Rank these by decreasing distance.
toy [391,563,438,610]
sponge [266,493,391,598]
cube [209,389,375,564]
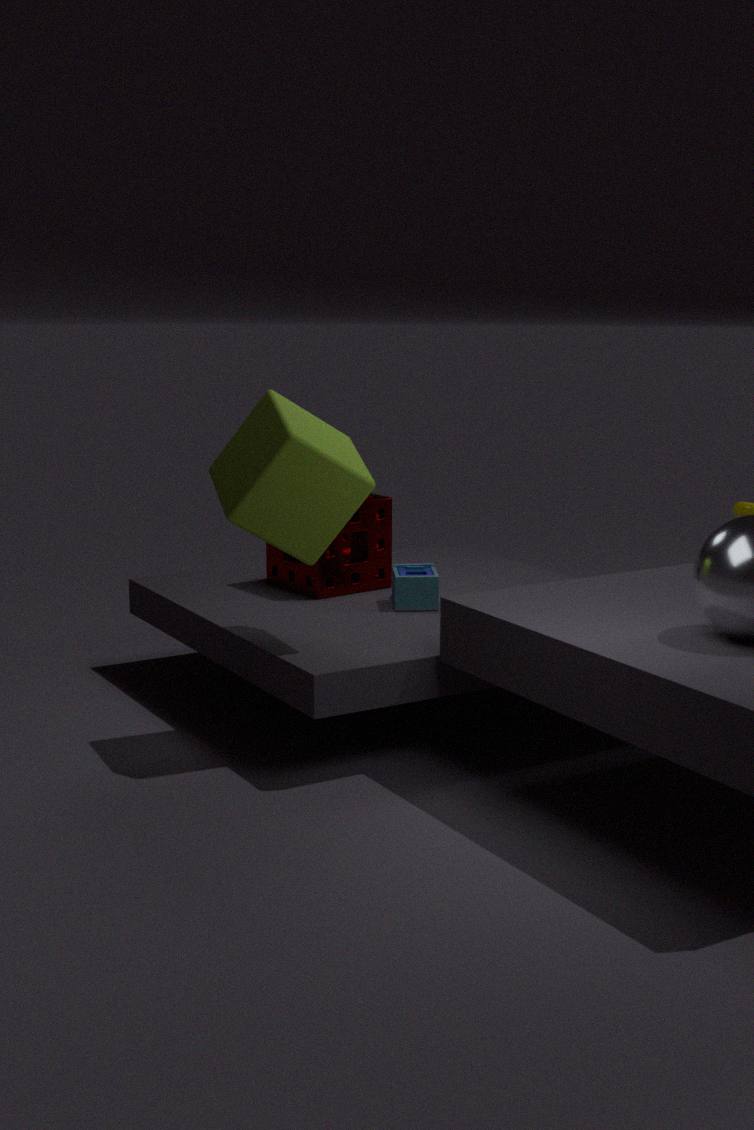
1. sponge [266,493,391,598]
2. toy [391,563,438,610]
3. cube [209,389,375,564]
